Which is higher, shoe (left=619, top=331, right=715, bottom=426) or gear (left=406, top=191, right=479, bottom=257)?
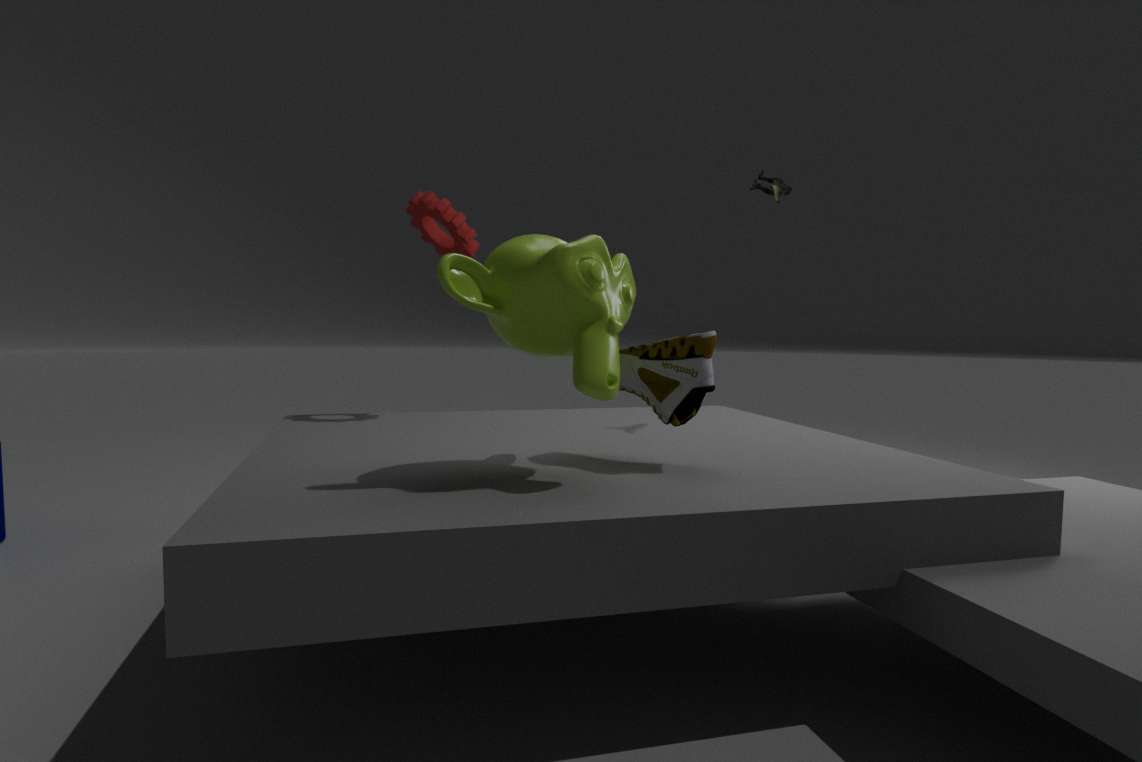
gear (left=406, top=191, right=479, bottom=257)
